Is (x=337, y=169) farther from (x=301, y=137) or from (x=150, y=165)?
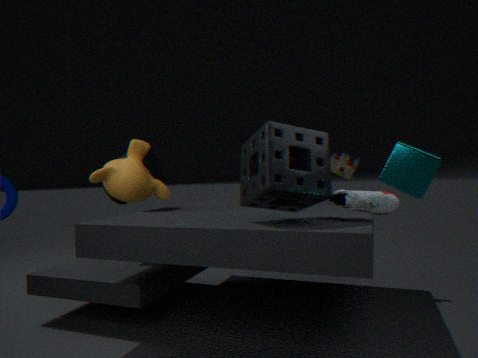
(x=150, y=165)
